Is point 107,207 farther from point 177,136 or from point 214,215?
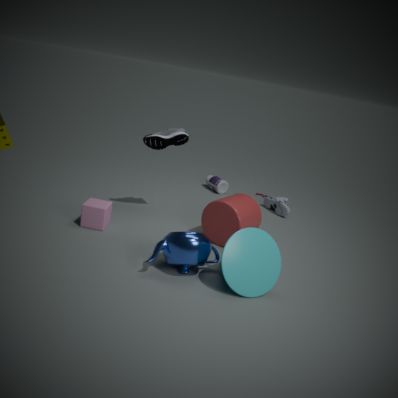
point 214,215
